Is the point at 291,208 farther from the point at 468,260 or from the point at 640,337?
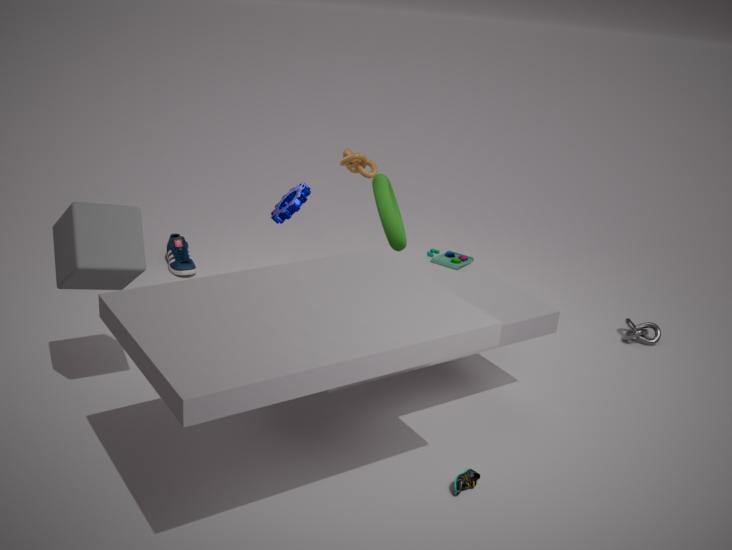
the point at 640,337
